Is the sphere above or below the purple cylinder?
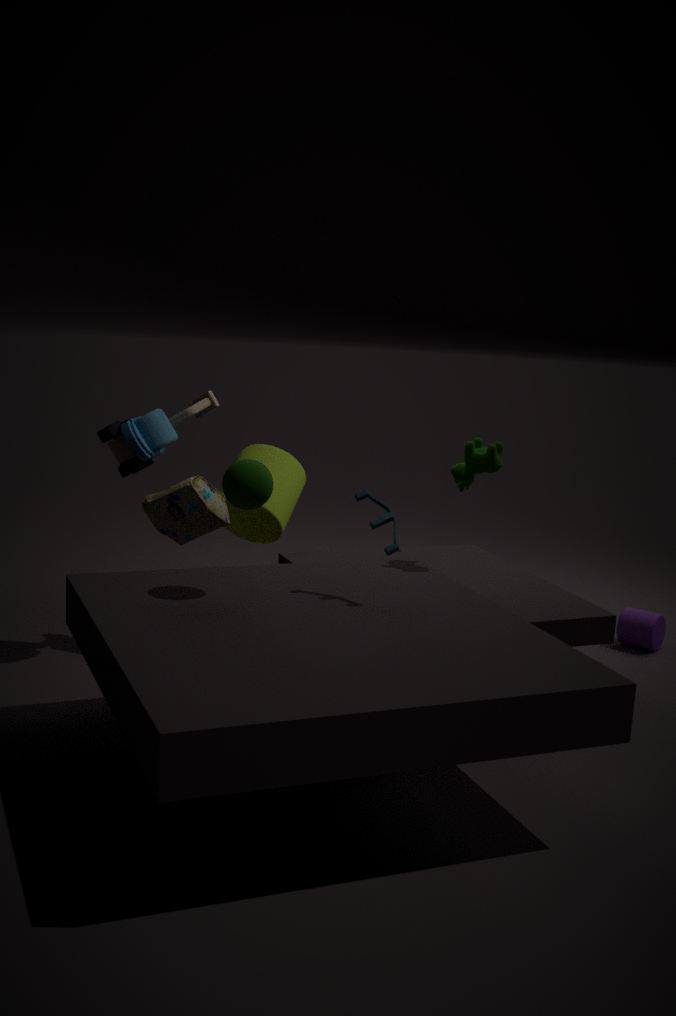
above
